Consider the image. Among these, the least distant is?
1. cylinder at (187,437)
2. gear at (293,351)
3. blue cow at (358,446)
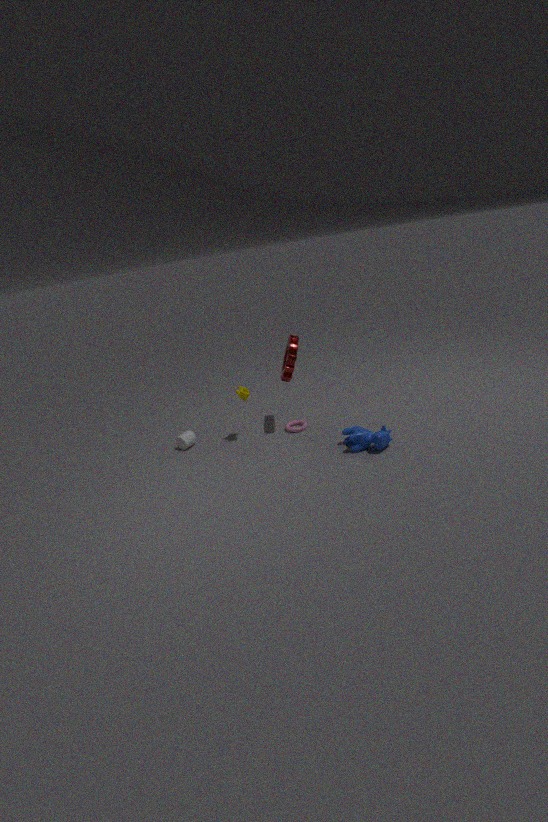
blue cow at (358,446)
